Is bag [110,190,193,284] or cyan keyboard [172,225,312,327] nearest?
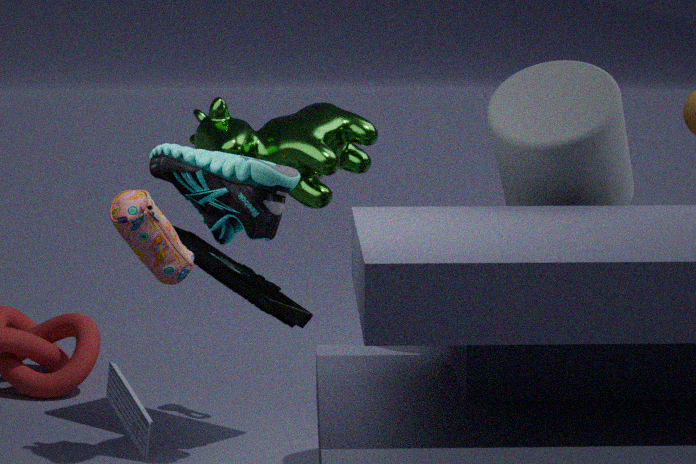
bag [110,190,193,284]
